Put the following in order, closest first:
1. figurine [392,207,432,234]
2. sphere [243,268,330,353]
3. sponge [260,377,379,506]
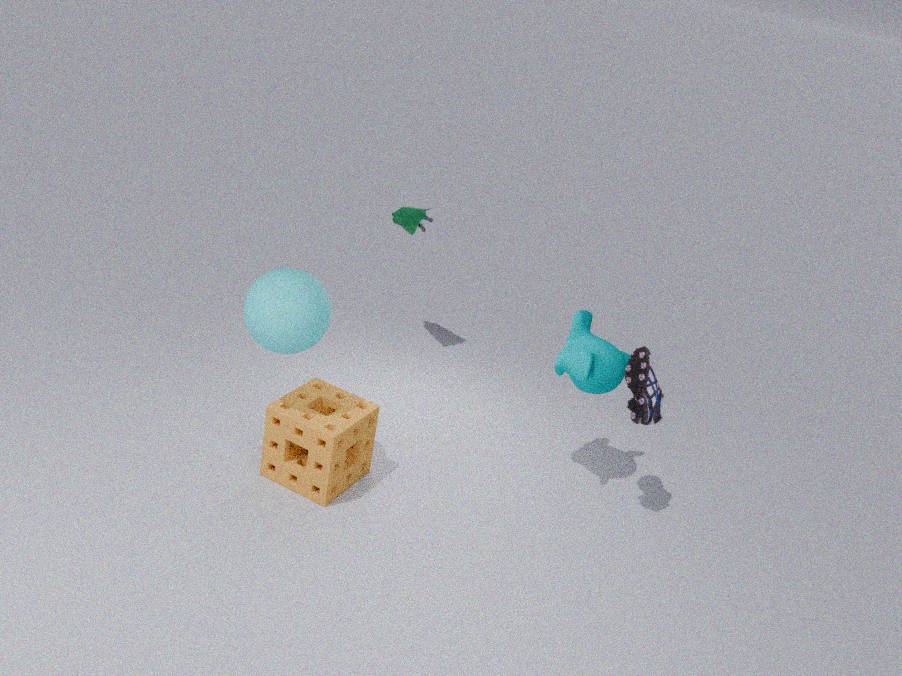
sphere [243,268,330,353] < sponge [260,377,379,506] < figurine [392,207,432,234]
